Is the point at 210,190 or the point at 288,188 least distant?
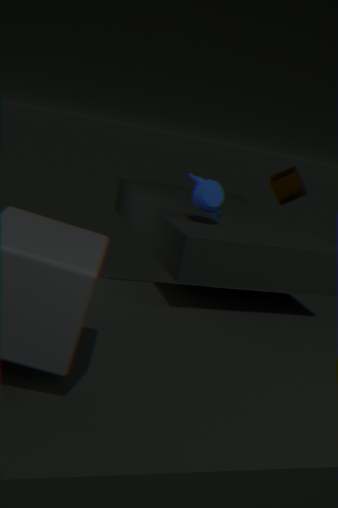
the point at 210,190
